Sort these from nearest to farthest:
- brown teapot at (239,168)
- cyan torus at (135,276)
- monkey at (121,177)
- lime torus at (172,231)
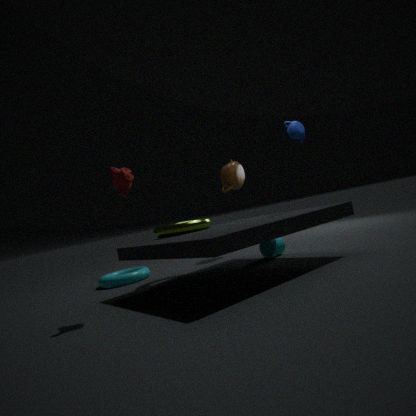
monkey at (121,177), lime torus at (172,231), cyan torus at (135,276), brown teapot at (239,168)
